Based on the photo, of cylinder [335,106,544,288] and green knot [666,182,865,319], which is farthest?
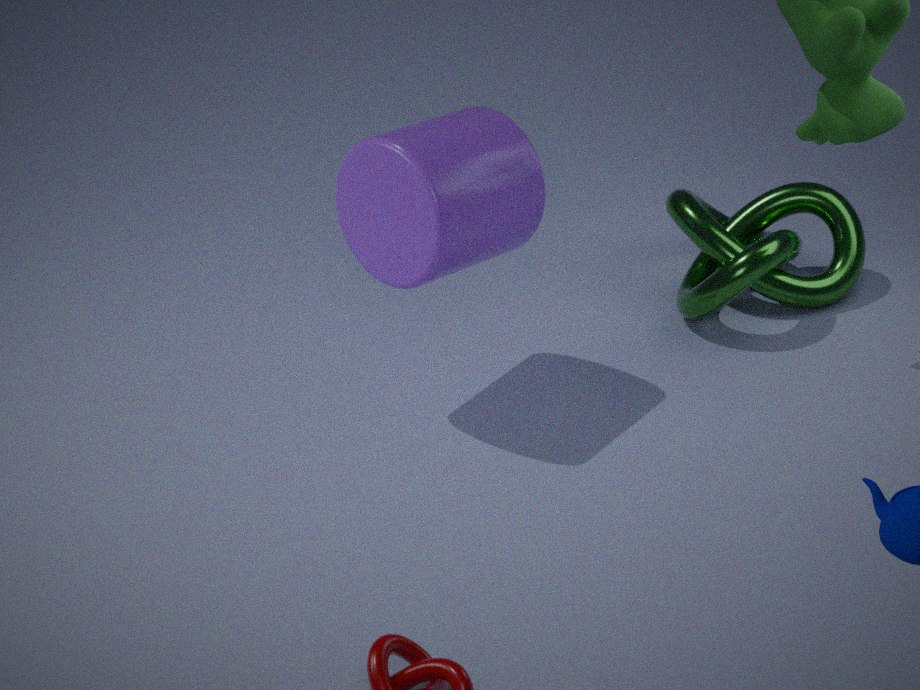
green knot [666,182,865,319]
